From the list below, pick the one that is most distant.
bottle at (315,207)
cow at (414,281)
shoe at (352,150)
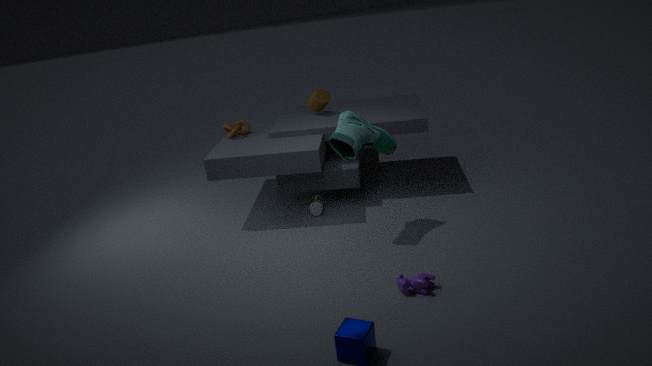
bottle at (315,207)
